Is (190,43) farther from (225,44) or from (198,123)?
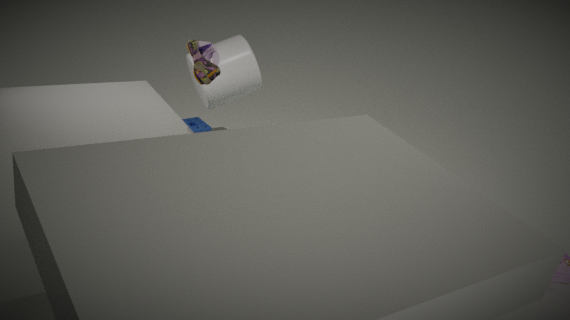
(198,123)
